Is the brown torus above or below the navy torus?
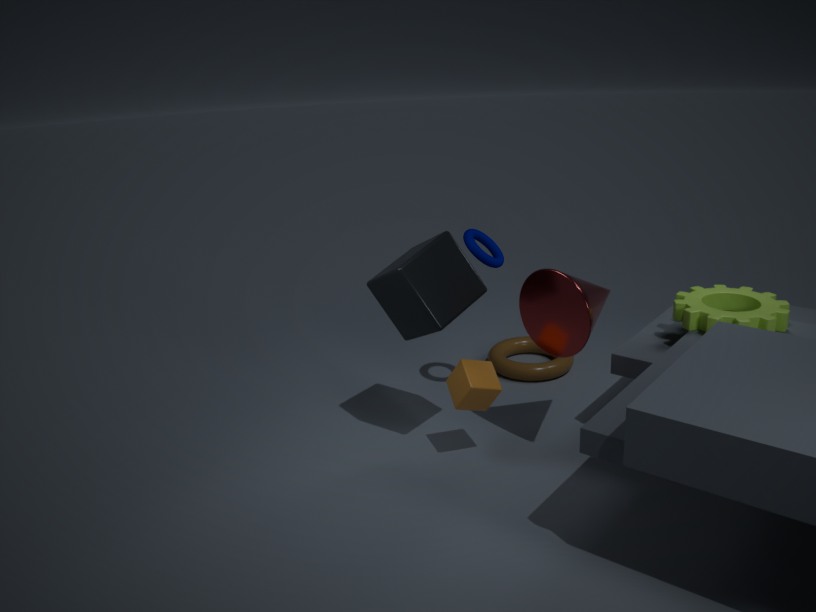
below
